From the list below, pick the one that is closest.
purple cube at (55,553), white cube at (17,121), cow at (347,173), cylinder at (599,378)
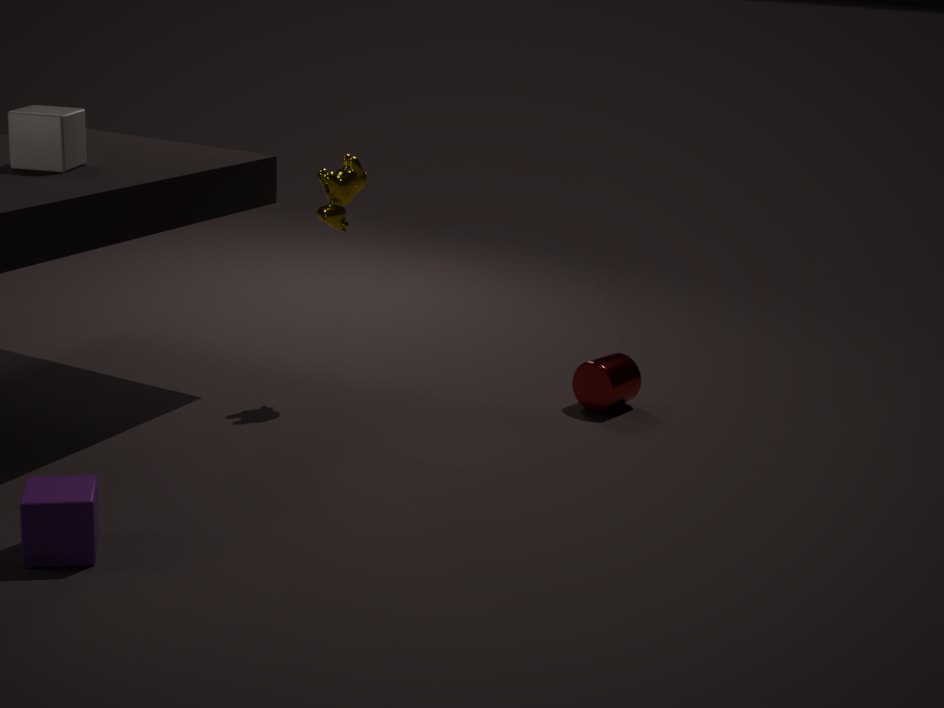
purple cube at (55,553)
